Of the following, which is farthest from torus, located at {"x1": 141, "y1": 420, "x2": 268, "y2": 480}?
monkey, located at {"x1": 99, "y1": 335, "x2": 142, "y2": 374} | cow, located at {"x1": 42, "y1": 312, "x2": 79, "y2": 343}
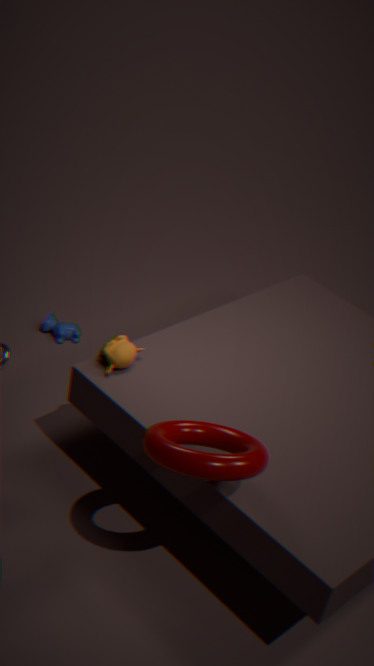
cow, located at {"x1": 42, "y1": 312, "x2": 79, "y2": 343}
